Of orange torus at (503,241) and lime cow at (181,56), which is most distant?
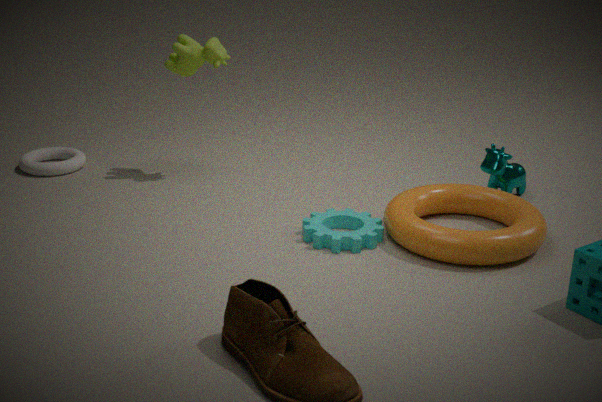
lime cow at (181,56)
